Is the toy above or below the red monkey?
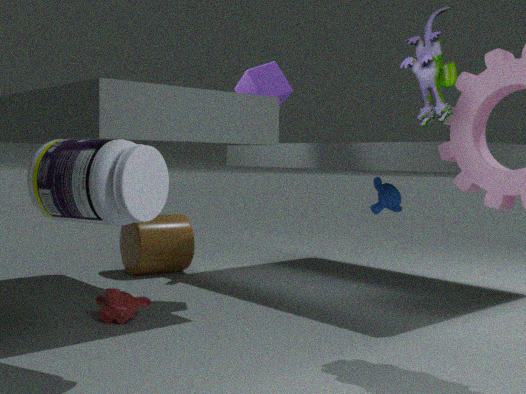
above
